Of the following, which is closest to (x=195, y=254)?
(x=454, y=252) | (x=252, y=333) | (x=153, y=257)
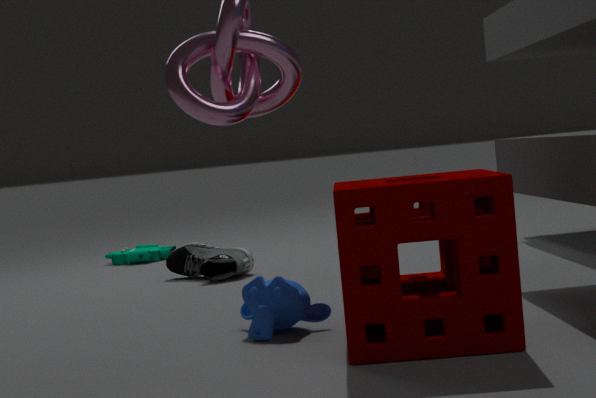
(x=153, y=257)
